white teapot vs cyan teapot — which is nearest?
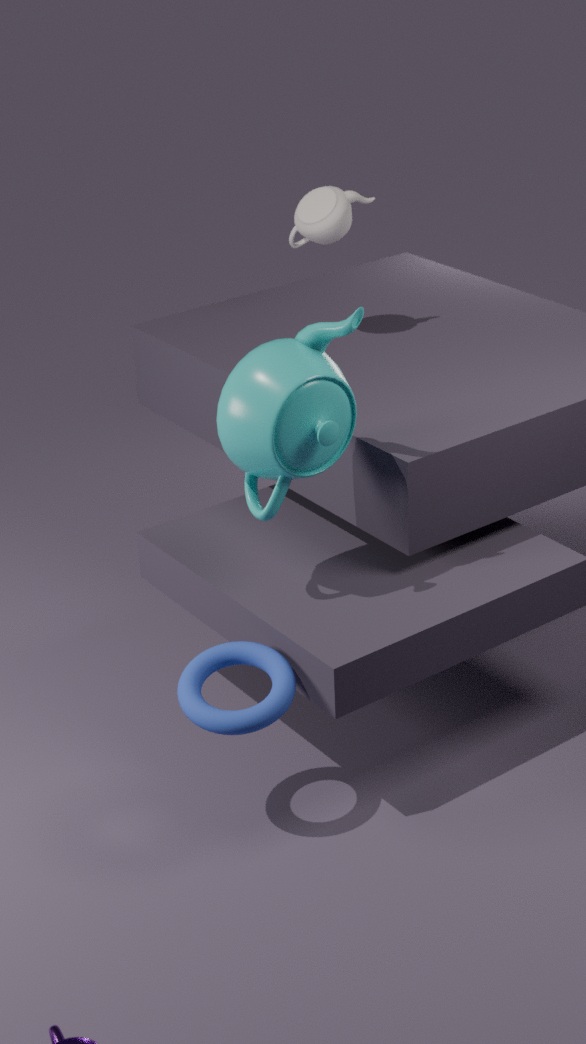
cyan teapot
